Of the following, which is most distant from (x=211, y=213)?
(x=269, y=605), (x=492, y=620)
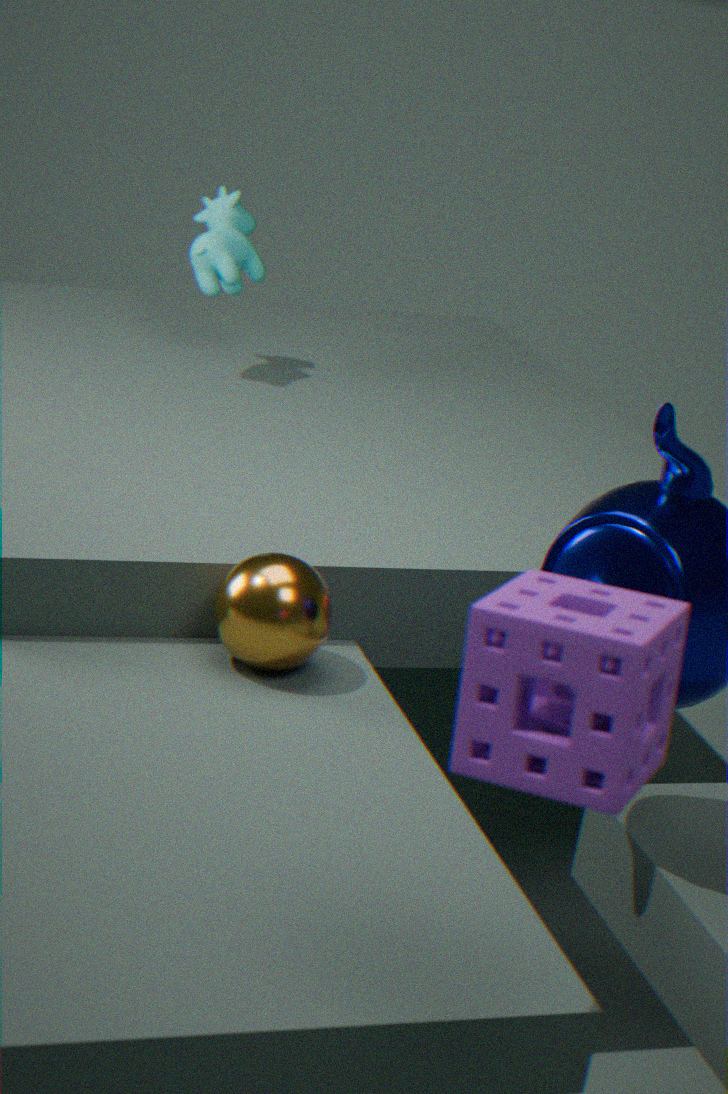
(x=492, y=620)
